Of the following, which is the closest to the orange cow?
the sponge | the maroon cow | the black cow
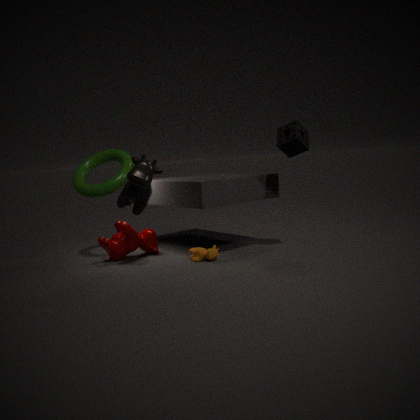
the maroon cow
